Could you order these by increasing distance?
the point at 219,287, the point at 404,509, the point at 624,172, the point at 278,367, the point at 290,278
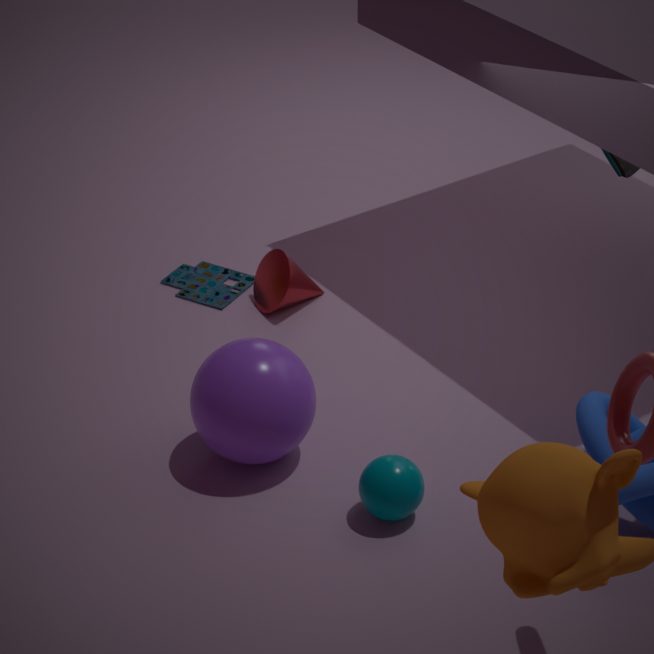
1. the point at 404,509
2. the point at 278,367
3. the point at 290,278
4. the point at 624,172
5. the point at 219,287
